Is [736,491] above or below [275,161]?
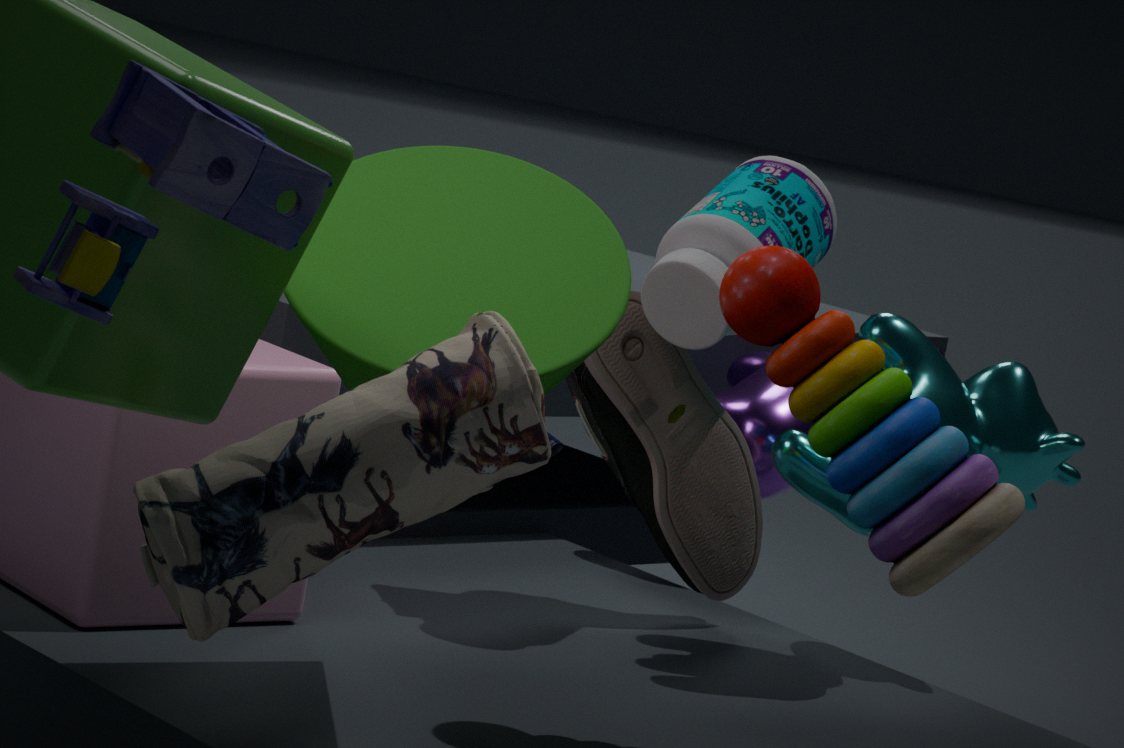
below
